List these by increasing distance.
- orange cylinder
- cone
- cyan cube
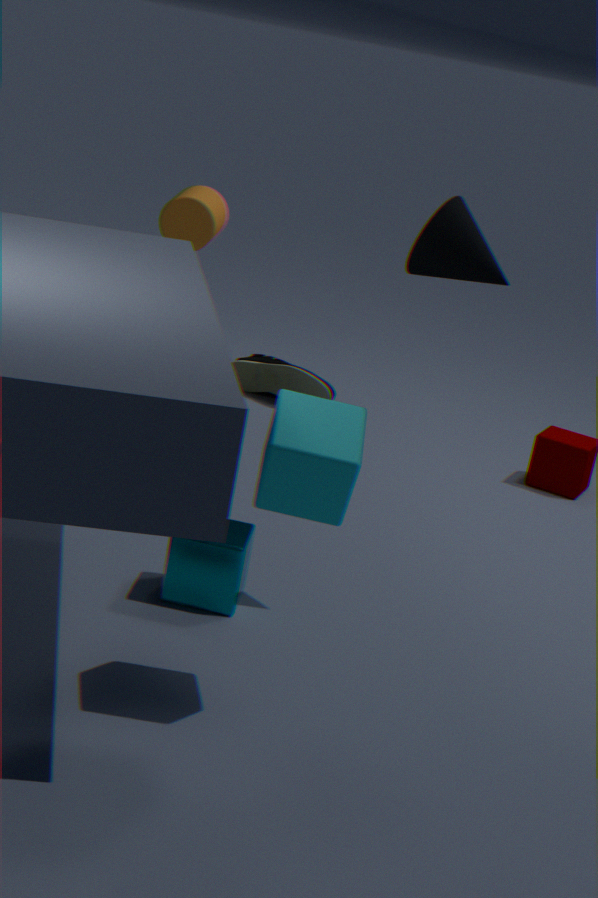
cyan cube → cone → orange cylinder
